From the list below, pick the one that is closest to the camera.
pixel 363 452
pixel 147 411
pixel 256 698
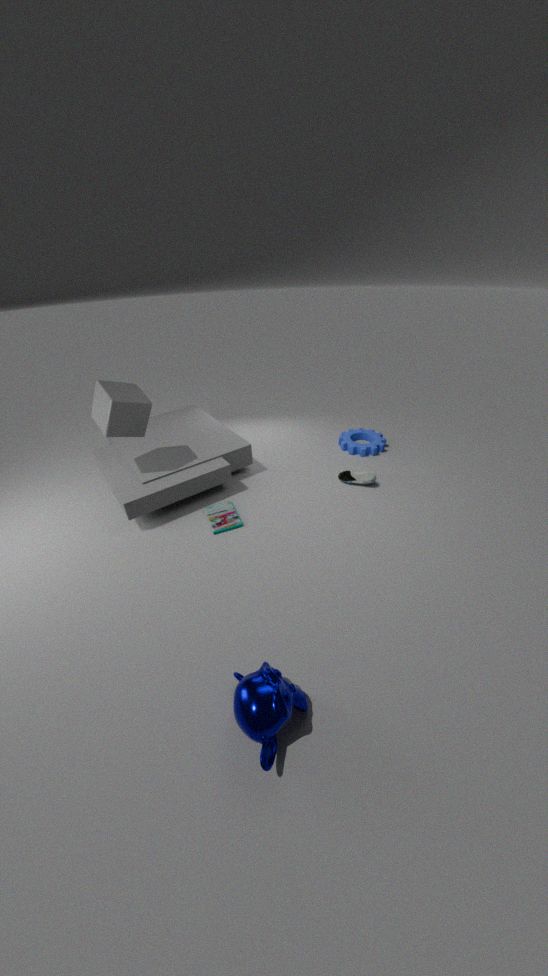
pixel 256 698
